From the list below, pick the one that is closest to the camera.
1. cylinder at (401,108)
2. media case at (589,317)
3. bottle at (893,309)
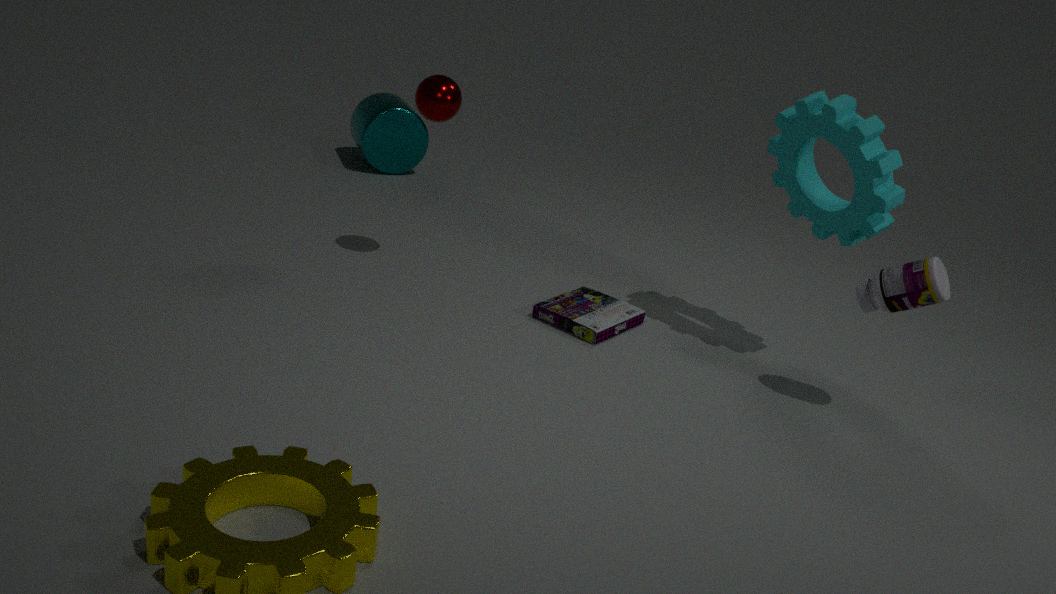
bottle at (893,309)
